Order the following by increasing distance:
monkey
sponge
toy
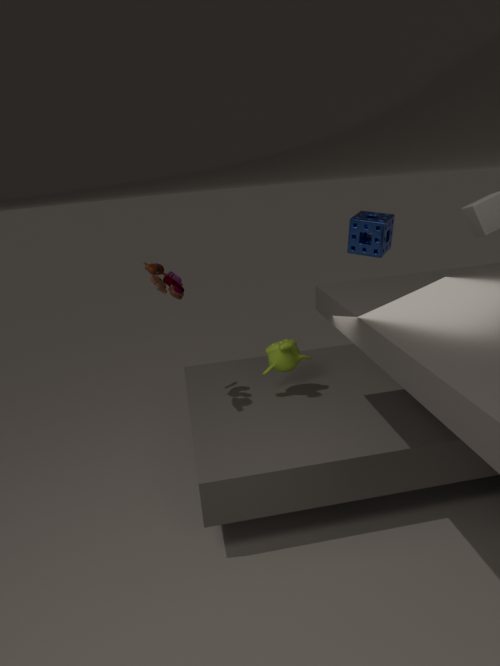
toy < monkey < sponge
